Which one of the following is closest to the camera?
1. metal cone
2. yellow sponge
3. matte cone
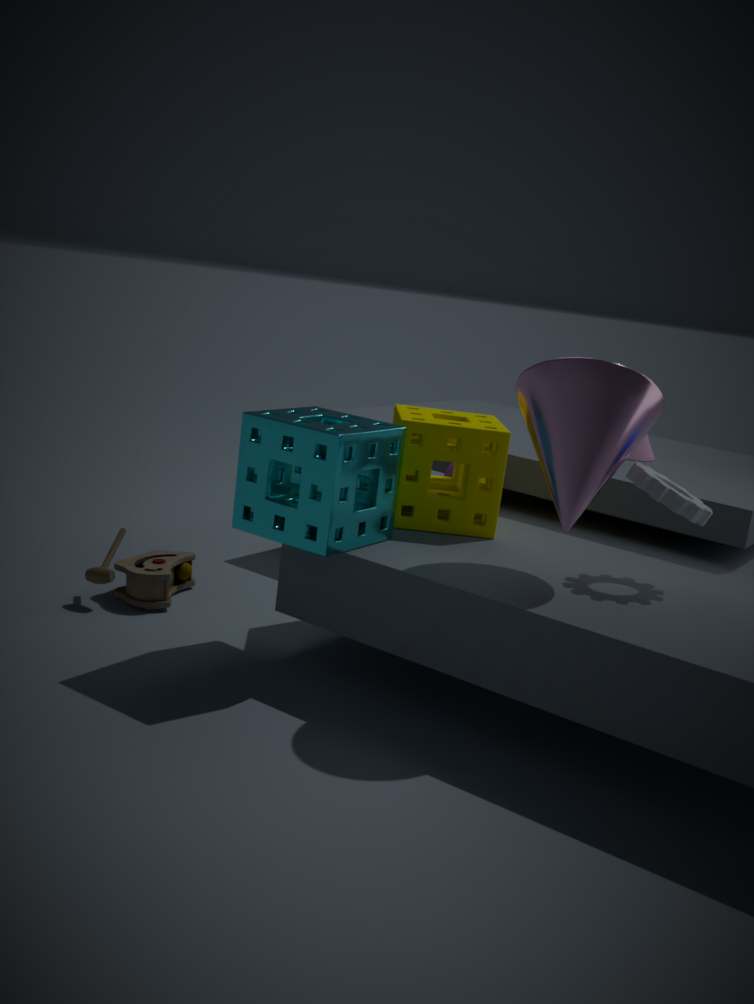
metal cone
